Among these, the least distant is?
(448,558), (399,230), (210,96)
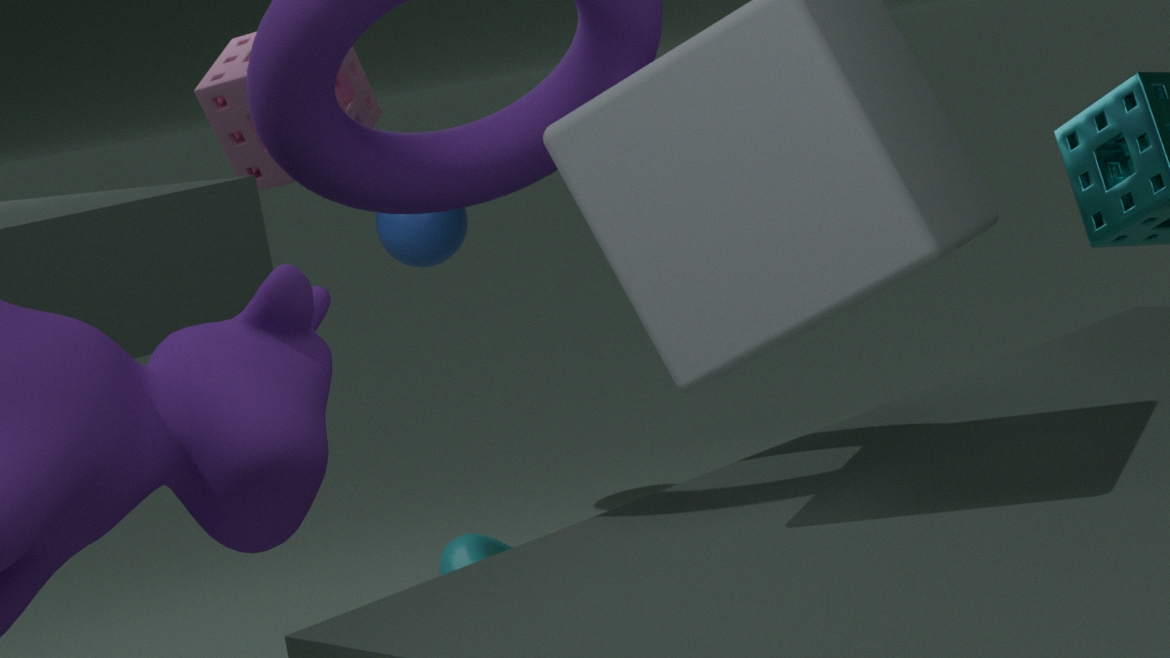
(210,96)
